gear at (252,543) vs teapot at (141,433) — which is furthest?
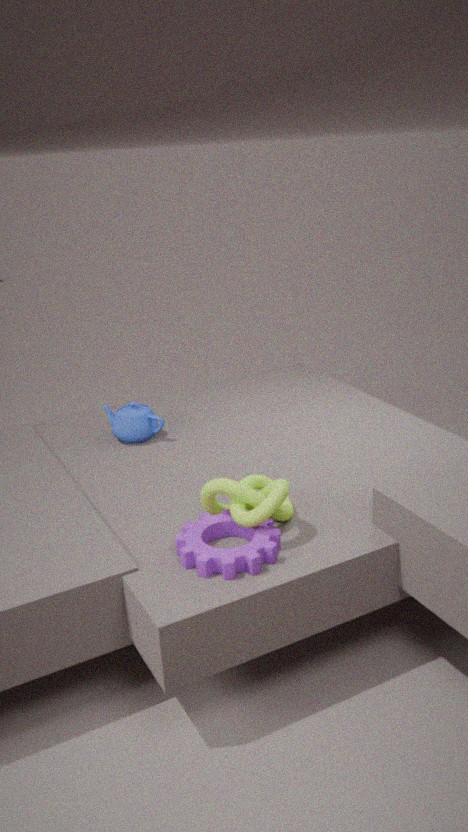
teapot at (141,433)
